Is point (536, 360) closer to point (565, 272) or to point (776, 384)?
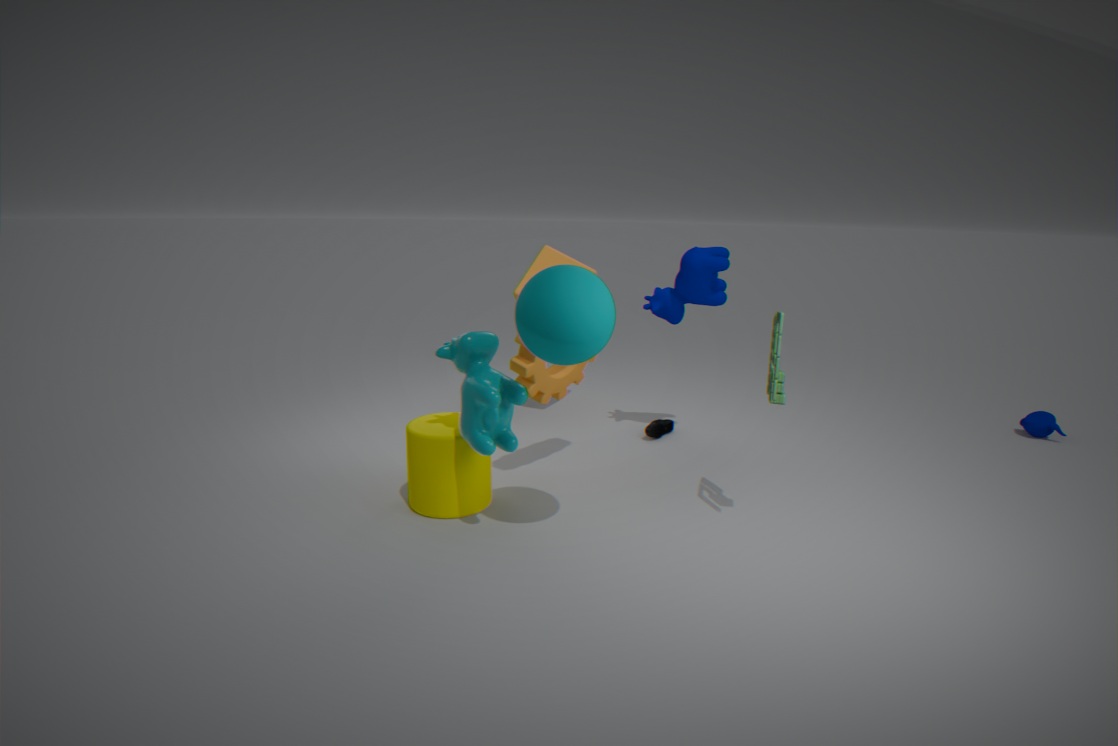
point (565, 272)
